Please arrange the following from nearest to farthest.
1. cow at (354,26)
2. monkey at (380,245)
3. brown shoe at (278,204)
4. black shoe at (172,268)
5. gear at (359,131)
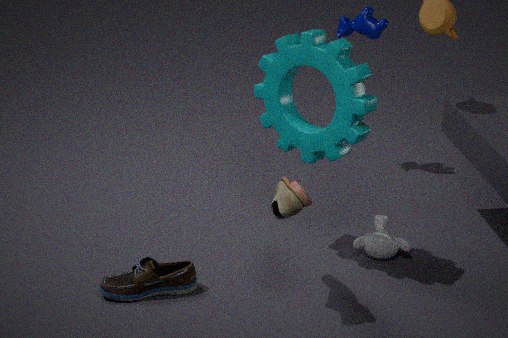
brown shoe at (278,204)
gear at (359,131)
black shoe at (172,268)
monkey at (380,245)
cow at (354,26)
